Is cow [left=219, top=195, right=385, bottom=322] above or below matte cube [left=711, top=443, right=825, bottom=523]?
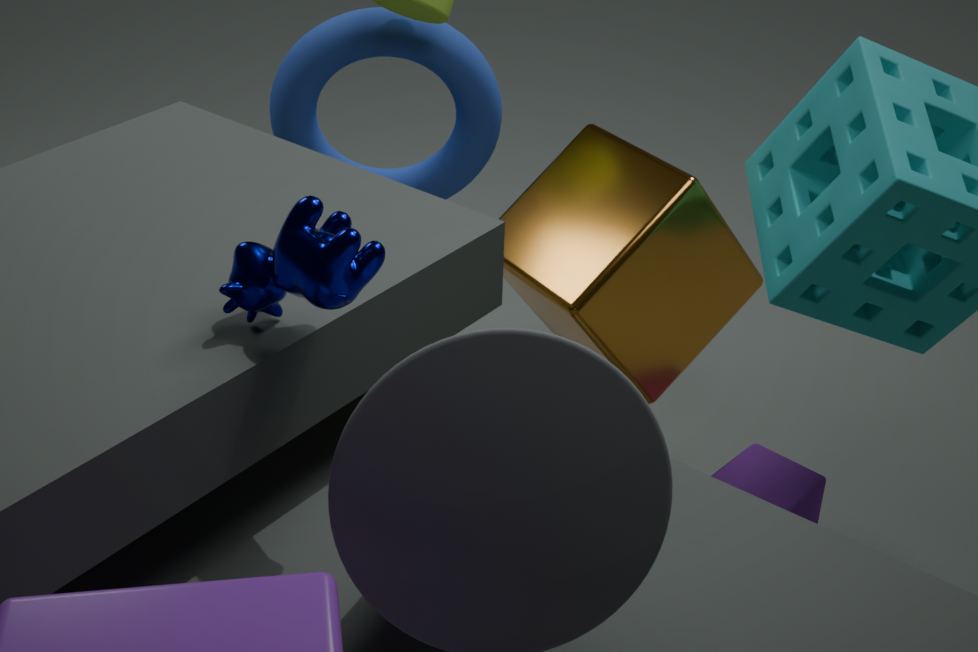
above
